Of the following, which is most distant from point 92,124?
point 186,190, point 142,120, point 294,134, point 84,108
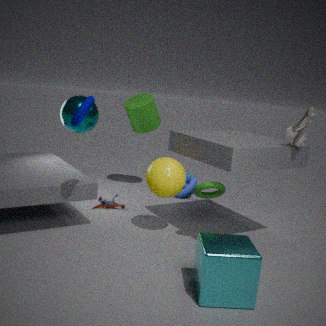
point 294,134
